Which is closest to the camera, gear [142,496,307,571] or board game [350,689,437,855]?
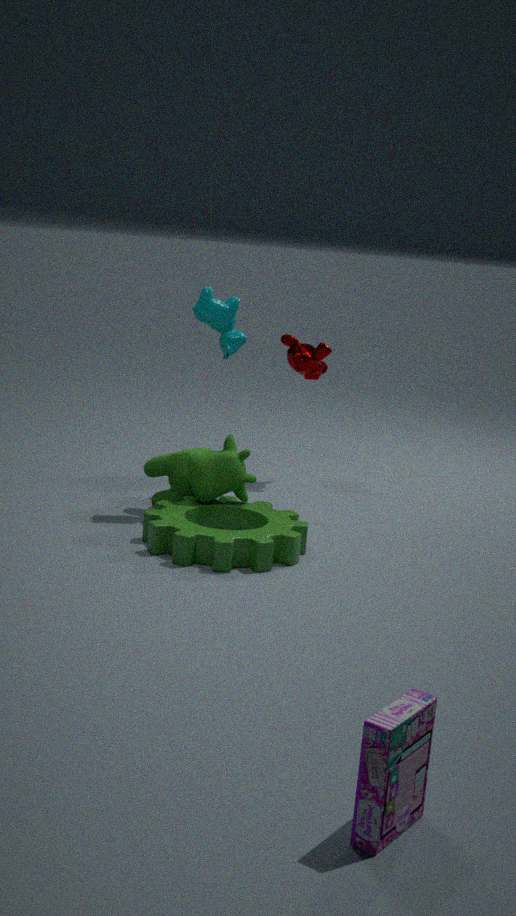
board game [350,689,437,855]
